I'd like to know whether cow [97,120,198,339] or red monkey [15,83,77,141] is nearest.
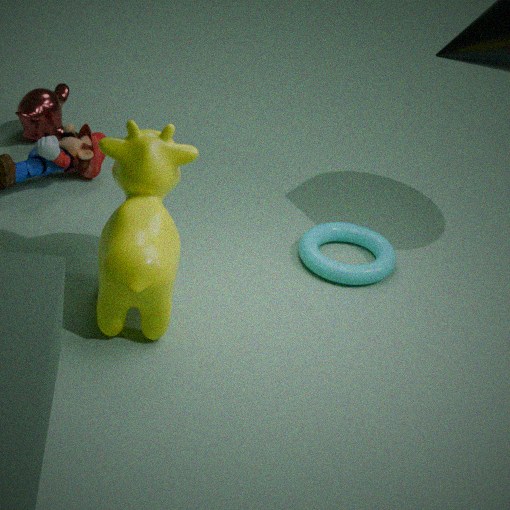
cow [97,120,198,339]
